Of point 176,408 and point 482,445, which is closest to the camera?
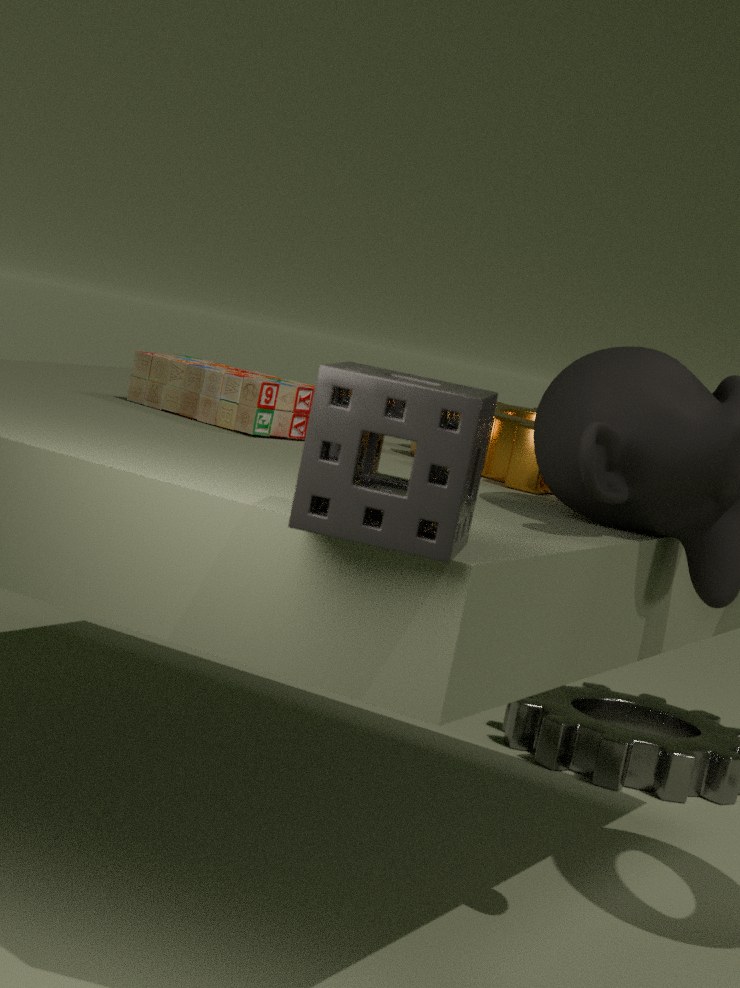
point 482,445
